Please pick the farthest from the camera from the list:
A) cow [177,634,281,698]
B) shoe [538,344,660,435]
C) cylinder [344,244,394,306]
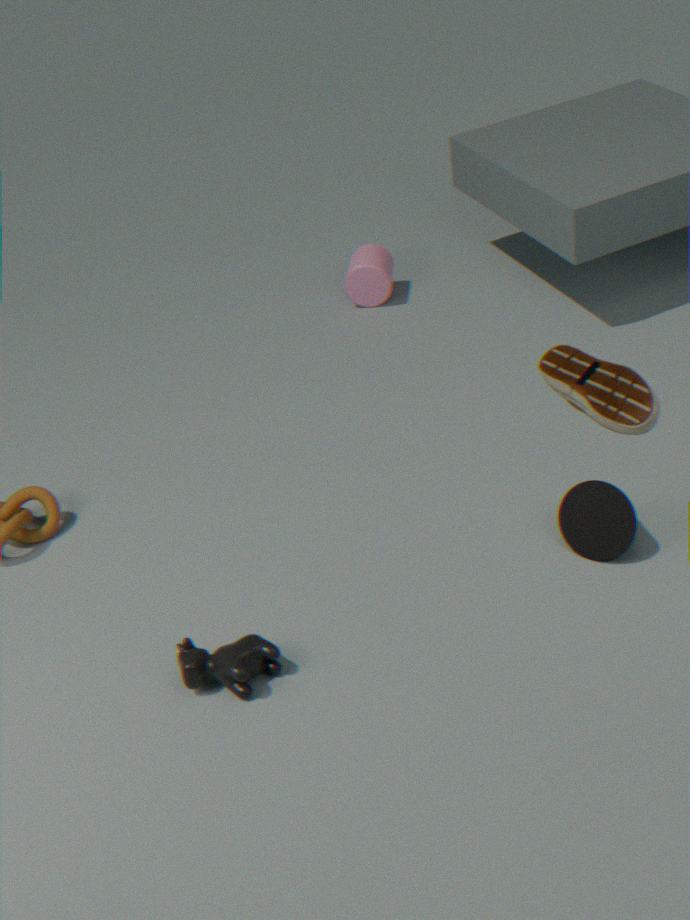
C. cylinder [344,244,394,306]
